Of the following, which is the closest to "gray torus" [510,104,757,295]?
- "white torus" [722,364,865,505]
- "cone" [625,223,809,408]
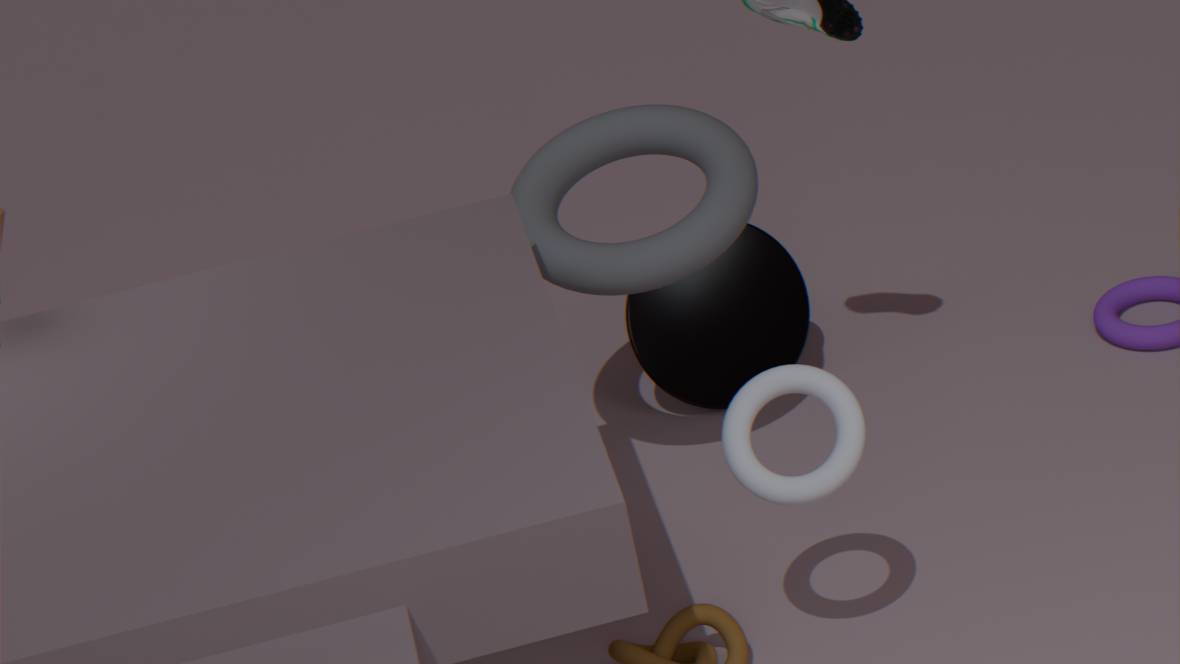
"cone" [625,223,809,408]
